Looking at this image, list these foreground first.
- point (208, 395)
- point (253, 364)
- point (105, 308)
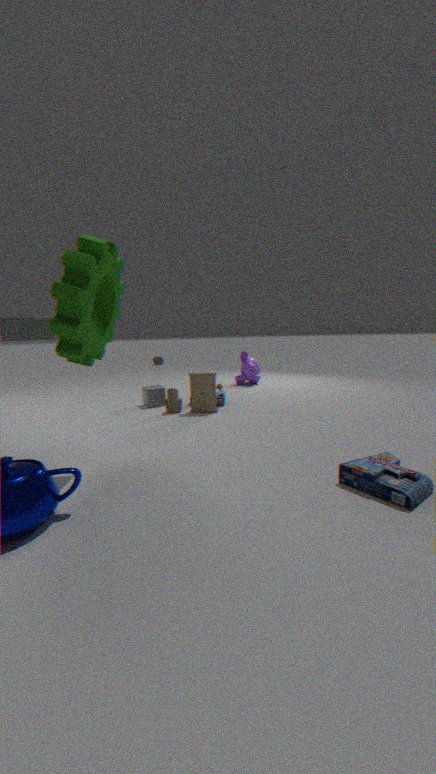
point (105, 308)
point (208, 395)
point (253, 364)
